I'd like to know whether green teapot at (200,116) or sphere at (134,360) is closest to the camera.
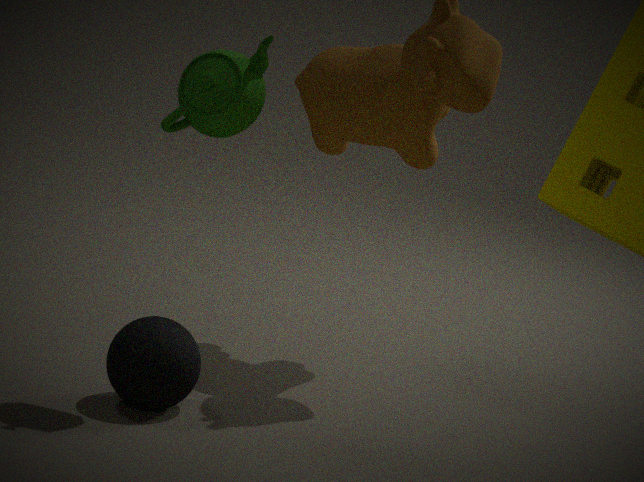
green teapot at (200,116)
